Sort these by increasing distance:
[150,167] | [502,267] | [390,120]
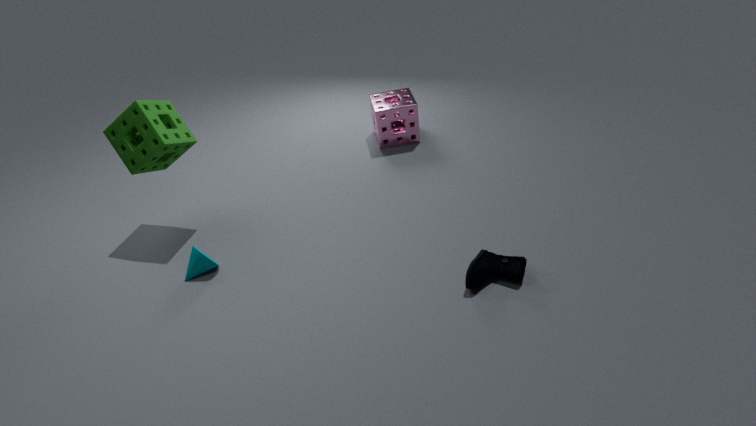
[502,267] < [150,167] < [390,120]
